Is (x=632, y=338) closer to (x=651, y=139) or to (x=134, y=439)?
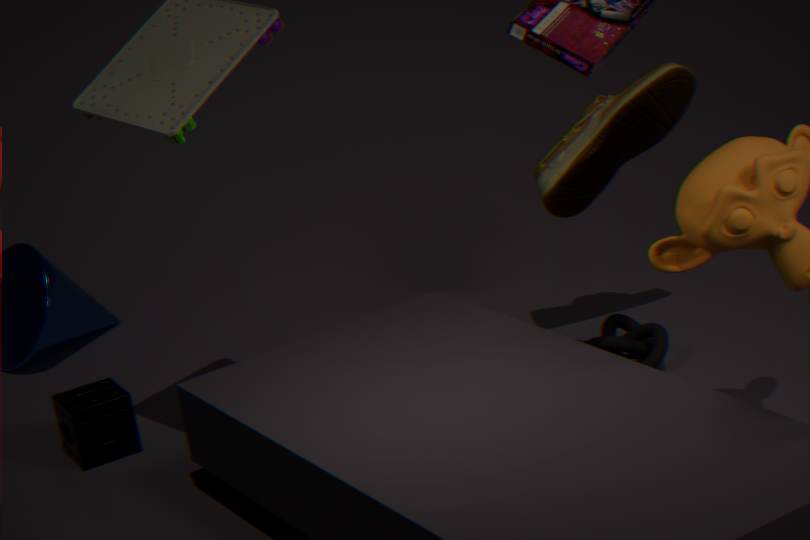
(x=651, y=139)
